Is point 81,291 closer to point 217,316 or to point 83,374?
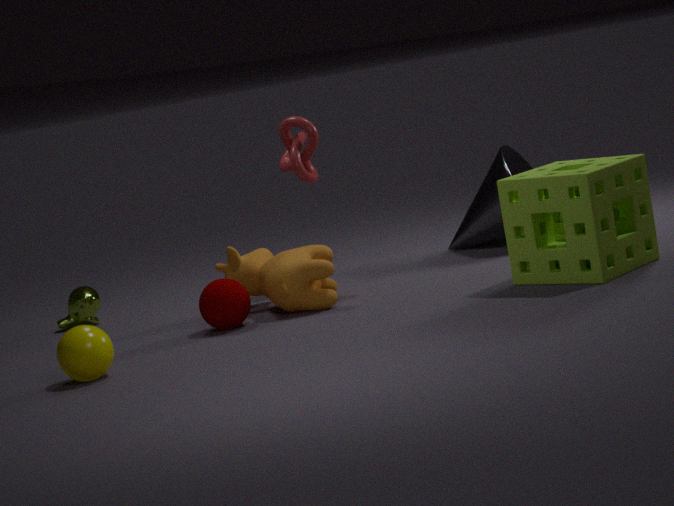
point 217,316
